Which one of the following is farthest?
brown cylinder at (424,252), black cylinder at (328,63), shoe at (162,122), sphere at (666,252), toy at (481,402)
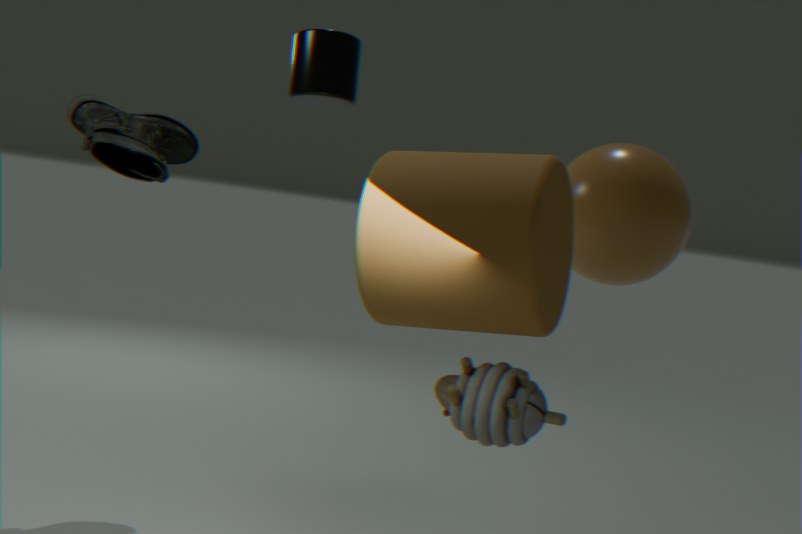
black cylinder at (328,63)
